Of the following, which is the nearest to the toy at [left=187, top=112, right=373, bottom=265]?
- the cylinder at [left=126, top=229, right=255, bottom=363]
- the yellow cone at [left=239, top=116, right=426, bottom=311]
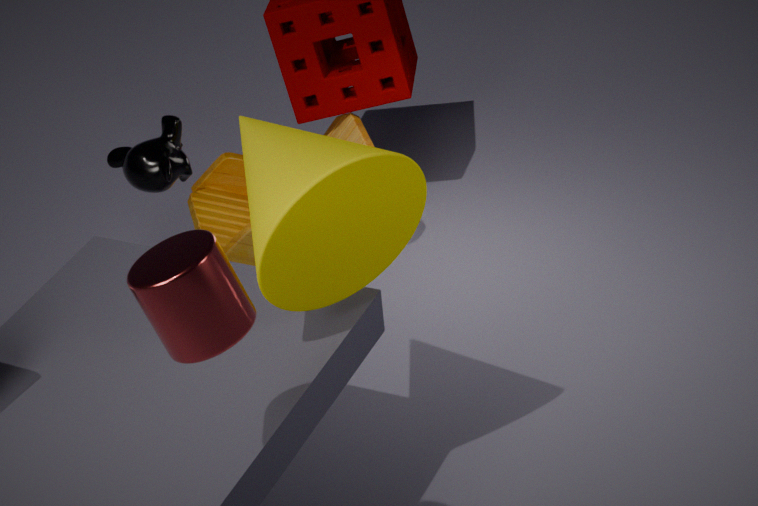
the yellow cone at [left=239, top=116, right=426, bottom=311]
